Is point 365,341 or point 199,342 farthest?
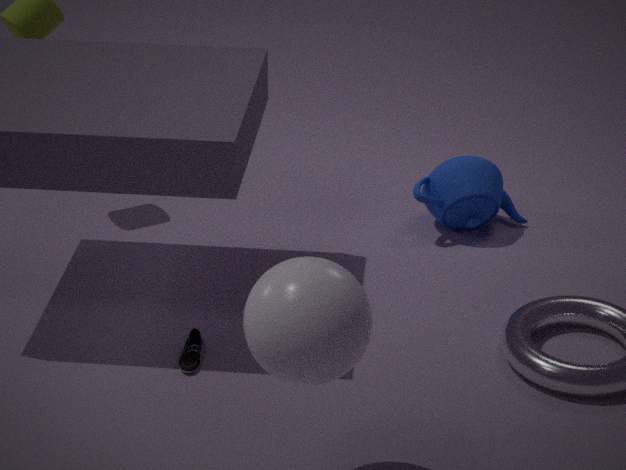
Result: point 199,342
